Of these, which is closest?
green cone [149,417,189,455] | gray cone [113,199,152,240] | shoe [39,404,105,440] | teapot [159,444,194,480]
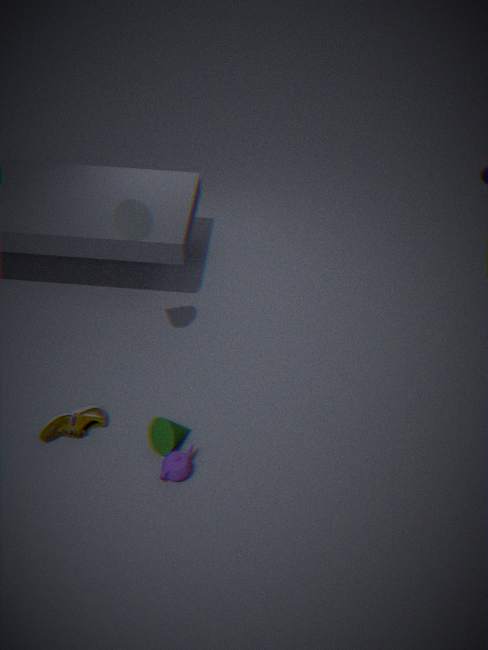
gray cone [113,199,152,240]
